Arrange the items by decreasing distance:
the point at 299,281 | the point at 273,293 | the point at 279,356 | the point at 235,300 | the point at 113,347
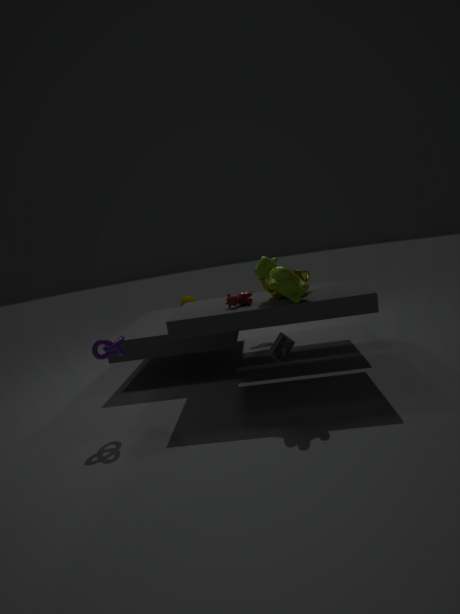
the point at 273,293
the point at 279,356
the point at 235,300
the point at 299,281
the point at 113,347
